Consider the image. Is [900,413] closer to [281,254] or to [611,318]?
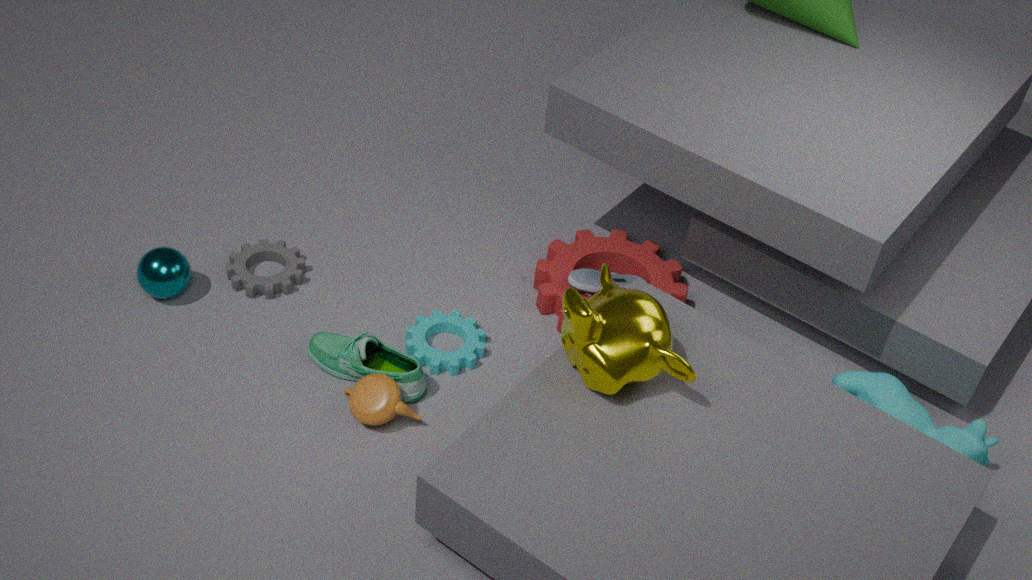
[611,318]
